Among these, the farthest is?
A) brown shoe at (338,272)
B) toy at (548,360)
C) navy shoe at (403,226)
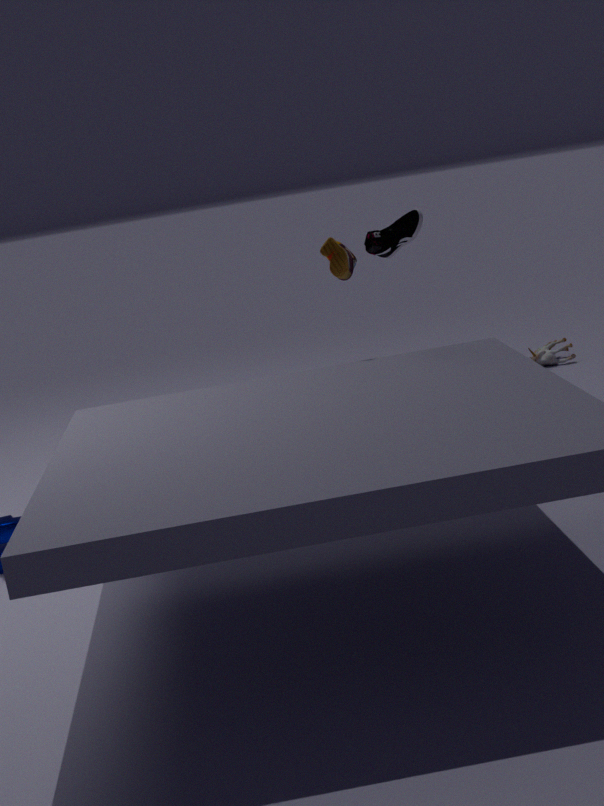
toy at (548,360)
